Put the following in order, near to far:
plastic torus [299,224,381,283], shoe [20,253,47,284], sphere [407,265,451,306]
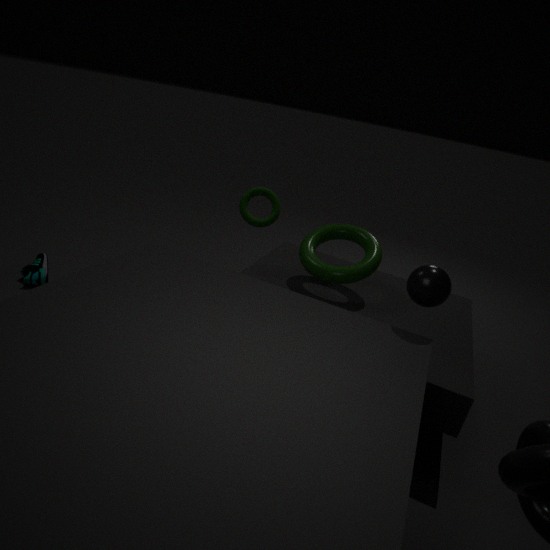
sphere [407,265,451,306] → plastic torus [299,224,381,283] → shoe [20,253,47,284]
